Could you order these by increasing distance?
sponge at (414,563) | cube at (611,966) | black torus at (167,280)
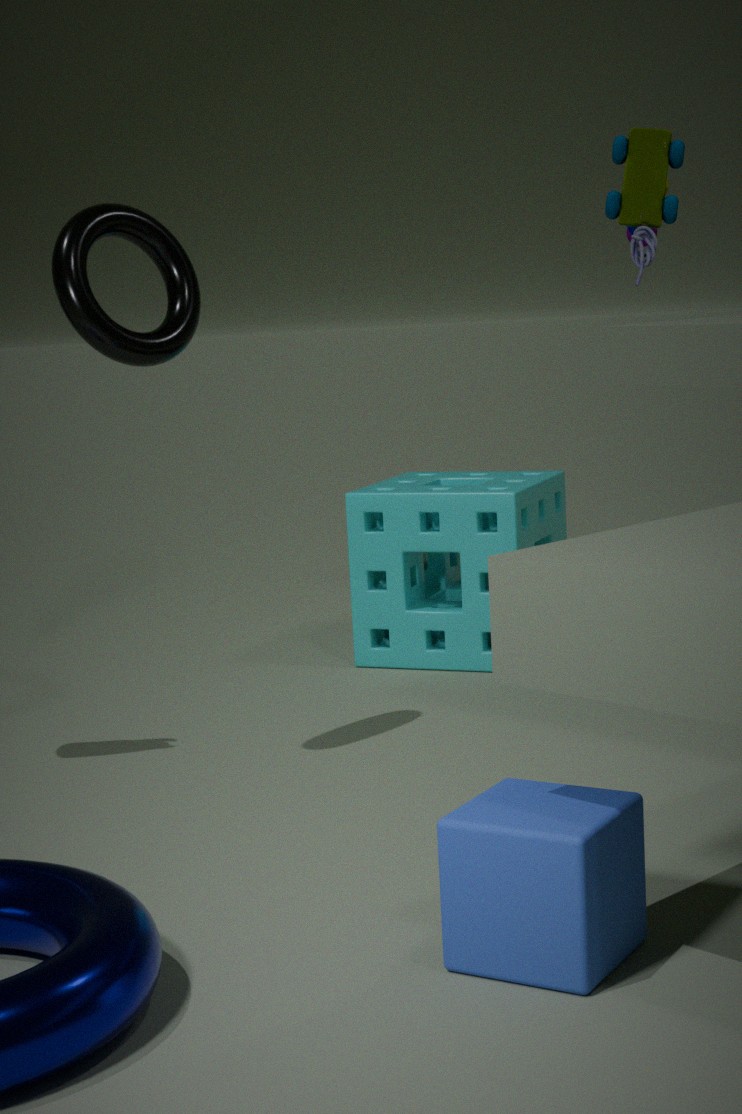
cube at (611,966) < black torus at (167,280) < sponge at (414,563)
